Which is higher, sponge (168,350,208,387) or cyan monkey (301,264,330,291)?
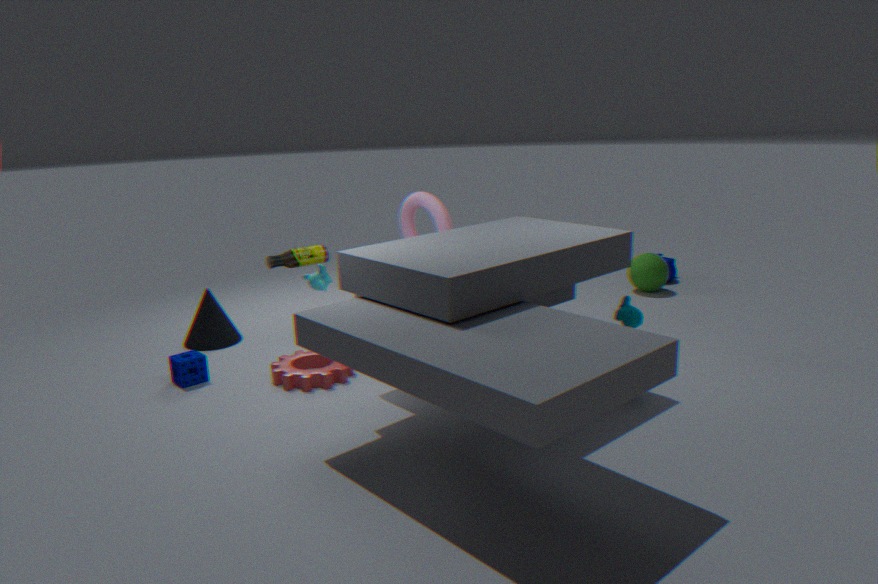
cyan monkey (301,264,330,291)
